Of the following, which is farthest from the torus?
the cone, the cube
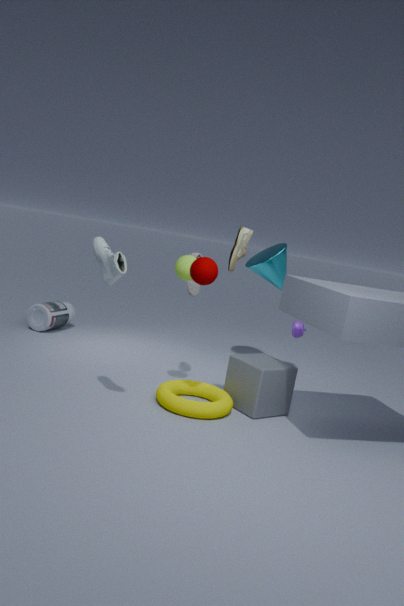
the cone
